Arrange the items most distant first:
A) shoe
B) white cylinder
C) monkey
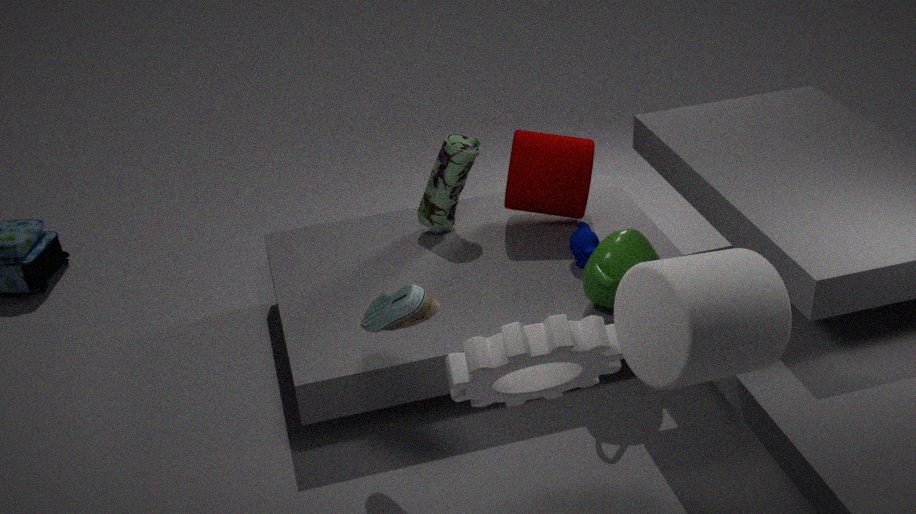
1. monkey
2. shoe
3. white cylinder
